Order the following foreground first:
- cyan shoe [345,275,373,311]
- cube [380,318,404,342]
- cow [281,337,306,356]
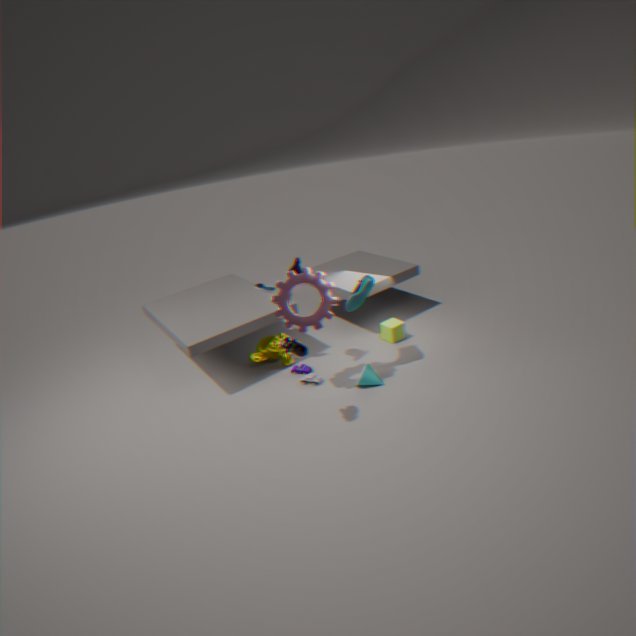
1. cow [281,337,306,356]
2. cyan shoe [345,275,373,311]
3. cube [380,318,404,342]
